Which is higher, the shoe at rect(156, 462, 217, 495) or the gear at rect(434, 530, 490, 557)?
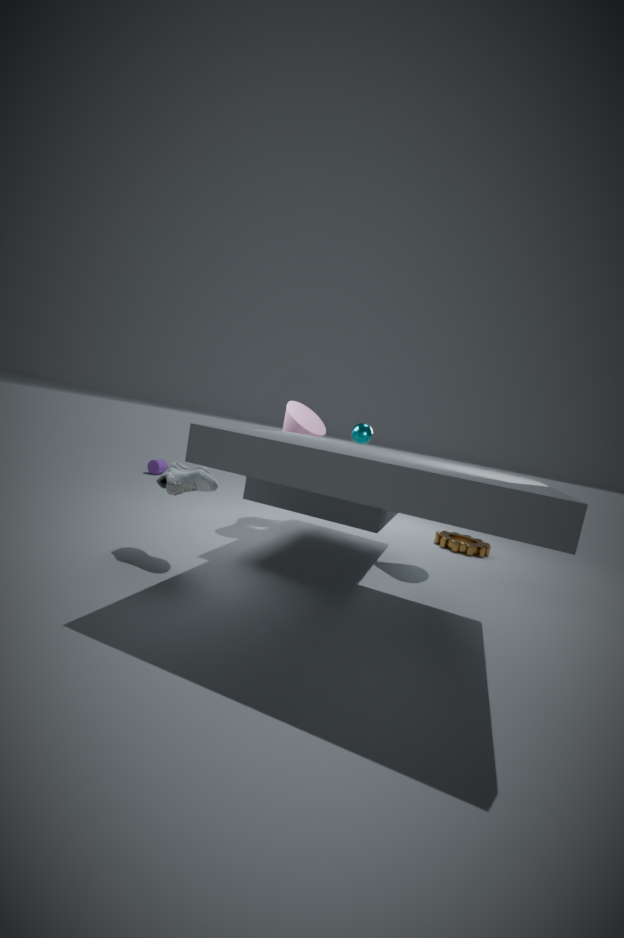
the shoe at rect(156, 462, 217, 495)
